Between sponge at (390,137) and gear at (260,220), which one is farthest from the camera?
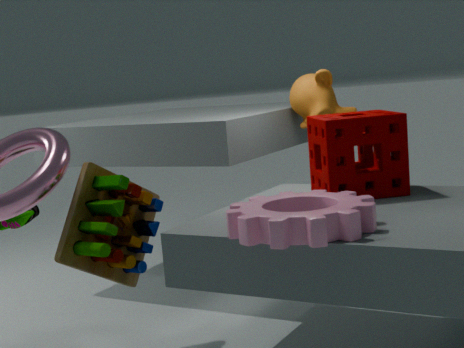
sponge at (390,137)
